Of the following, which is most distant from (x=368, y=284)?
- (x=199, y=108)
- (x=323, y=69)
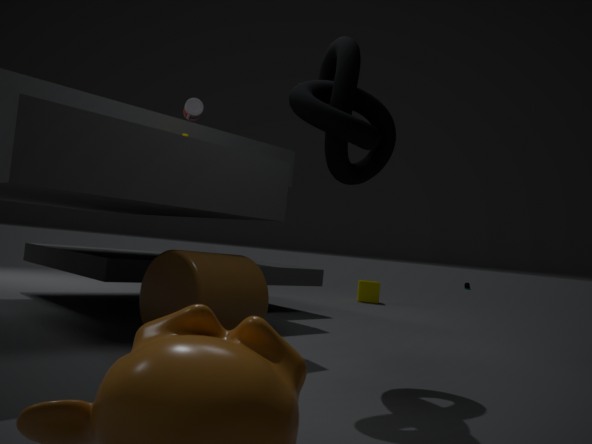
(x=323, y=69)
